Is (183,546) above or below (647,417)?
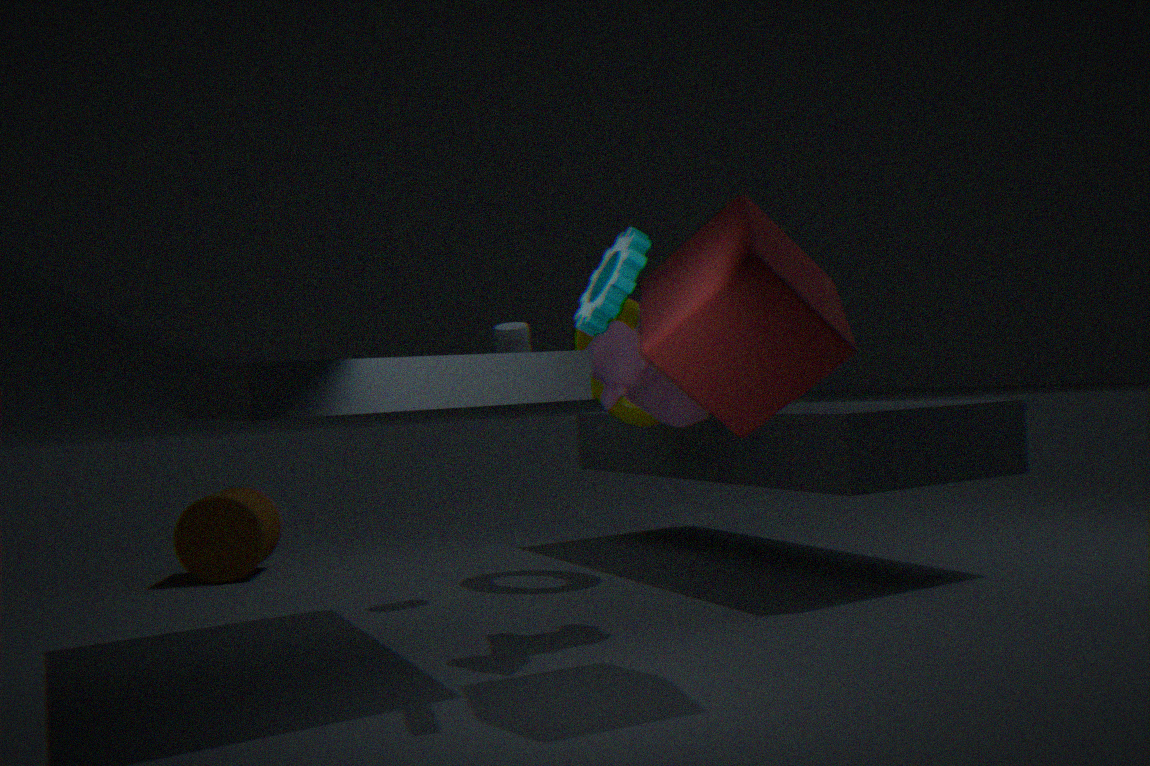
below
